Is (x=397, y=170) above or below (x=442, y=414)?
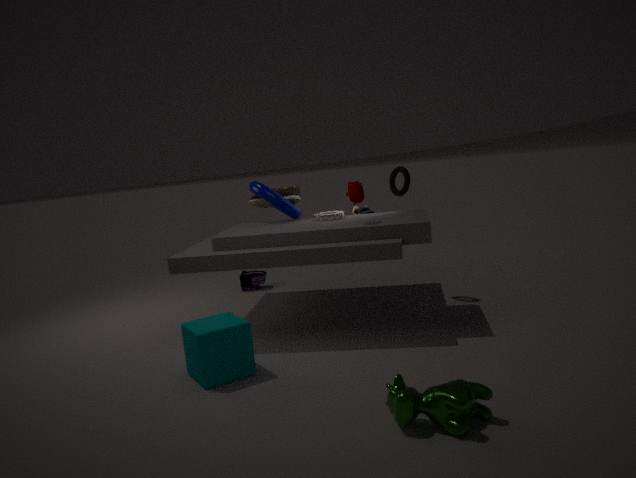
above
